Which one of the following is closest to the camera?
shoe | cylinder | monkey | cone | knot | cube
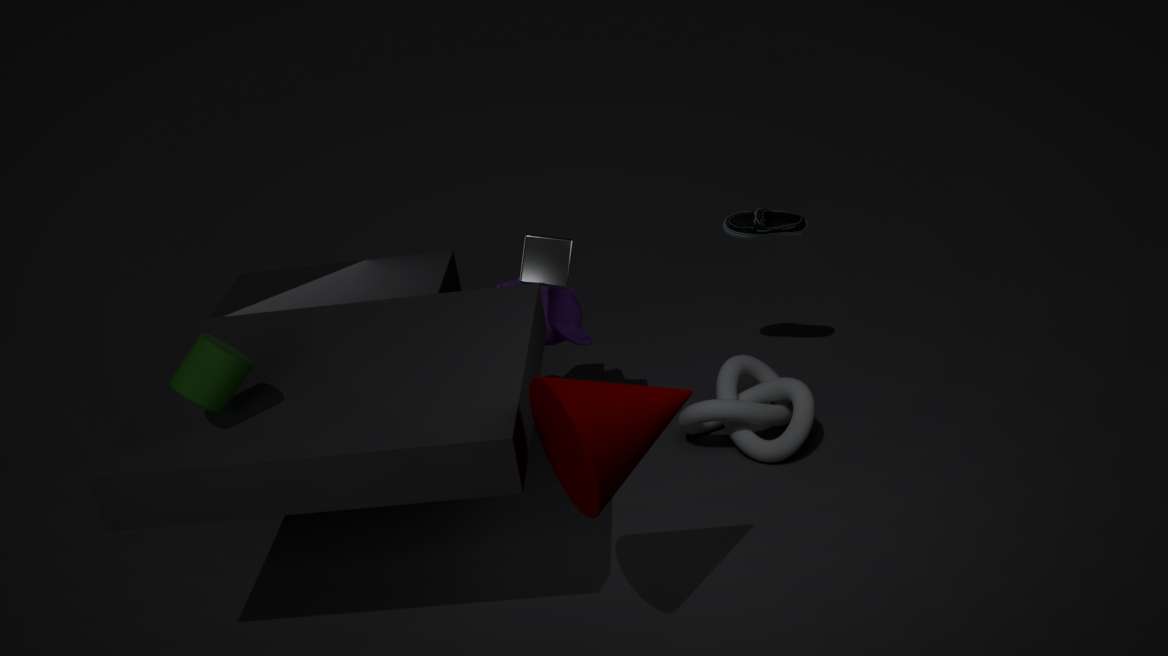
cone
